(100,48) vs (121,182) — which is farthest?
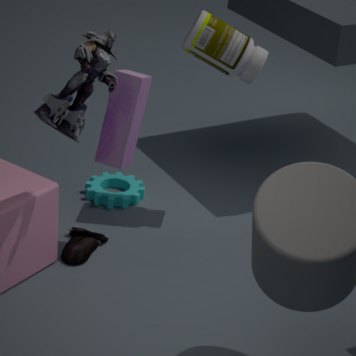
(121,182)
